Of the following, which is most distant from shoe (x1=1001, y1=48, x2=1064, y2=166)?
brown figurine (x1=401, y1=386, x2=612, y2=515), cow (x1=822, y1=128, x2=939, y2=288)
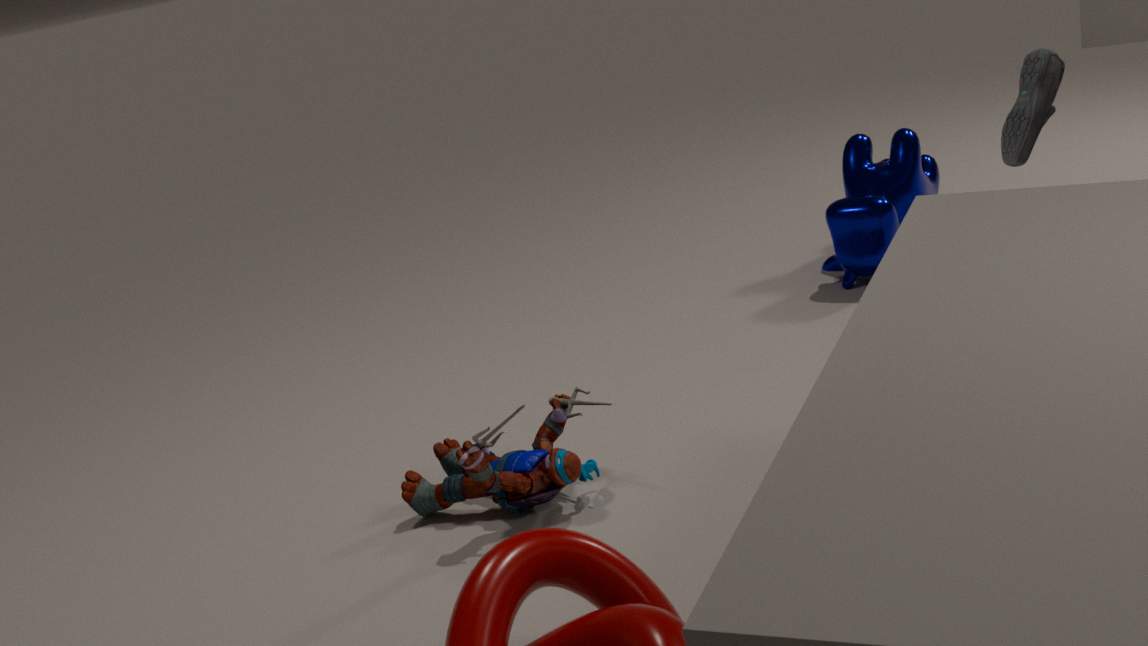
brown figurine (x1=401, y1=386, x2=612, y2=515)
